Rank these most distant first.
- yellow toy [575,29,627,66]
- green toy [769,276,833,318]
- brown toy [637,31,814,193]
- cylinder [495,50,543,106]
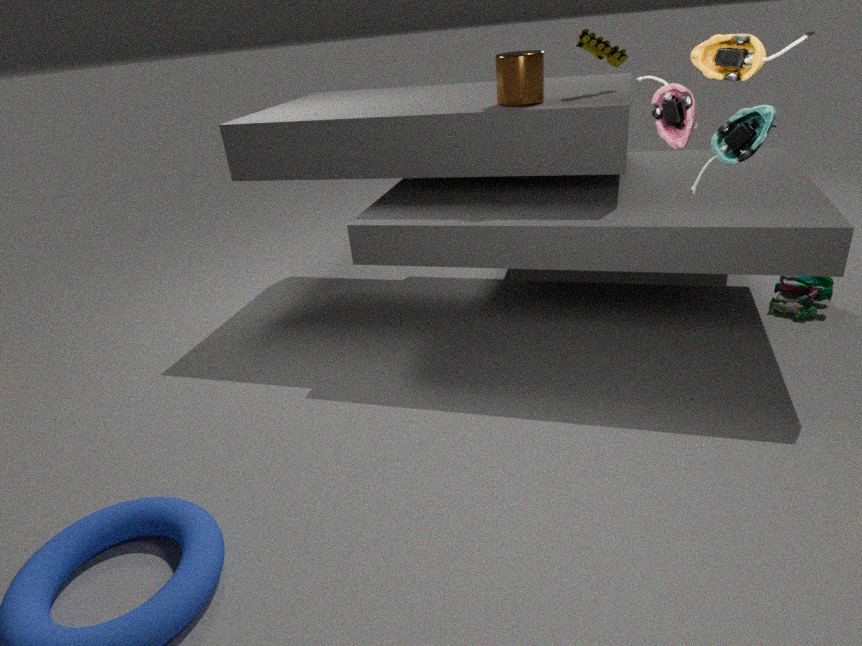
green toy [769,276,833,318] < yellow toy [575,29,627,66] < cylinder [495,50,543,106] < brown toy [637,31,814,193]
